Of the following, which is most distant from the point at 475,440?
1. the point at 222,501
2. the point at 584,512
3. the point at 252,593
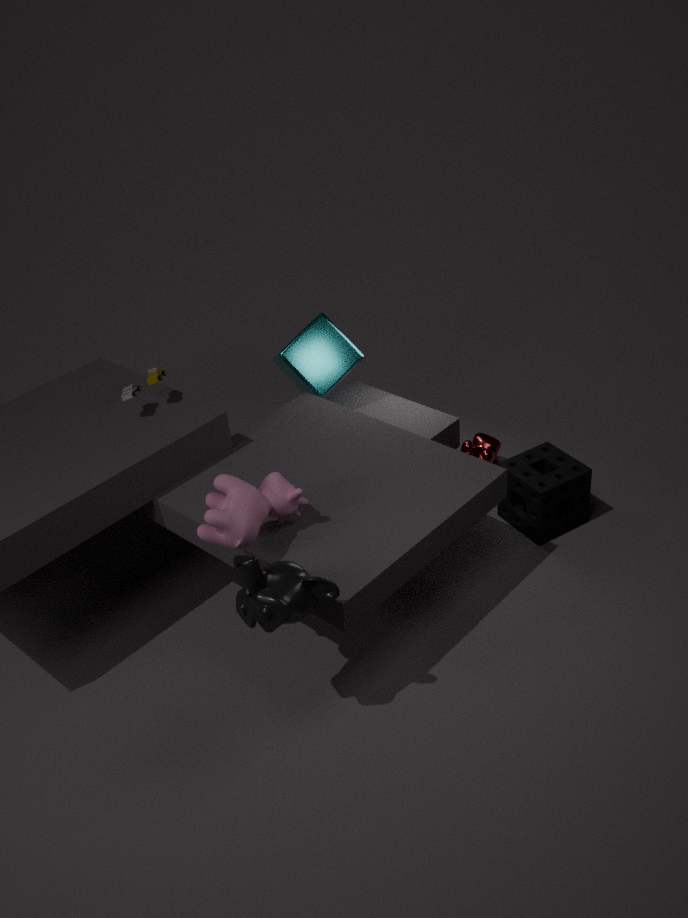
the point at 252,593
